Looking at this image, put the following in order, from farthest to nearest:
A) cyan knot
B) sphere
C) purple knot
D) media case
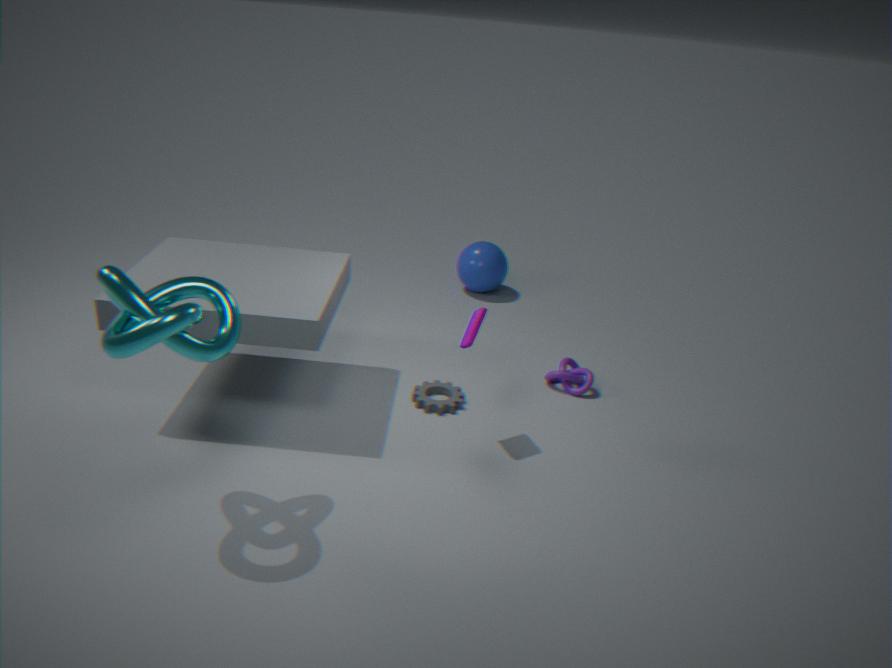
sphere < purple knot < media case < cyan knot
